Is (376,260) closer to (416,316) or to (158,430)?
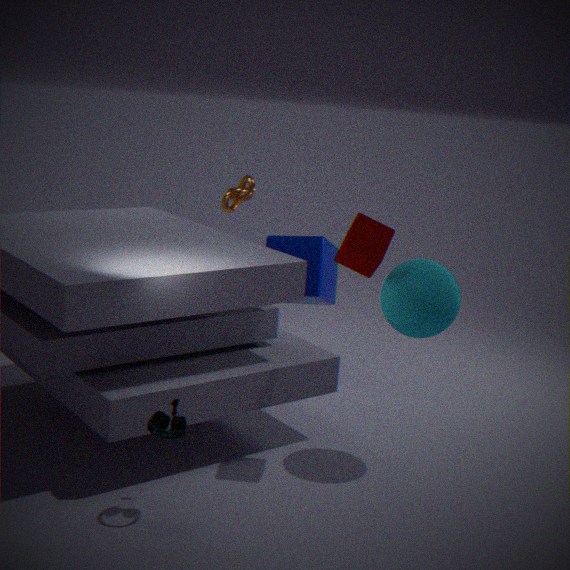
(416,316)
